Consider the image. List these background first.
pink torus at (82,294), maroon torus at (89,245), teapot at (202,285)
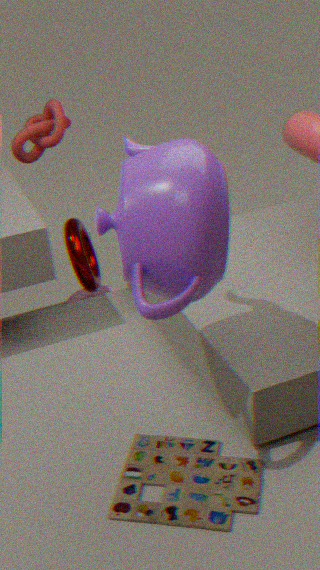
pink torus at (82,294) < maroon torus at (89,245) < teapot at (202,285)
